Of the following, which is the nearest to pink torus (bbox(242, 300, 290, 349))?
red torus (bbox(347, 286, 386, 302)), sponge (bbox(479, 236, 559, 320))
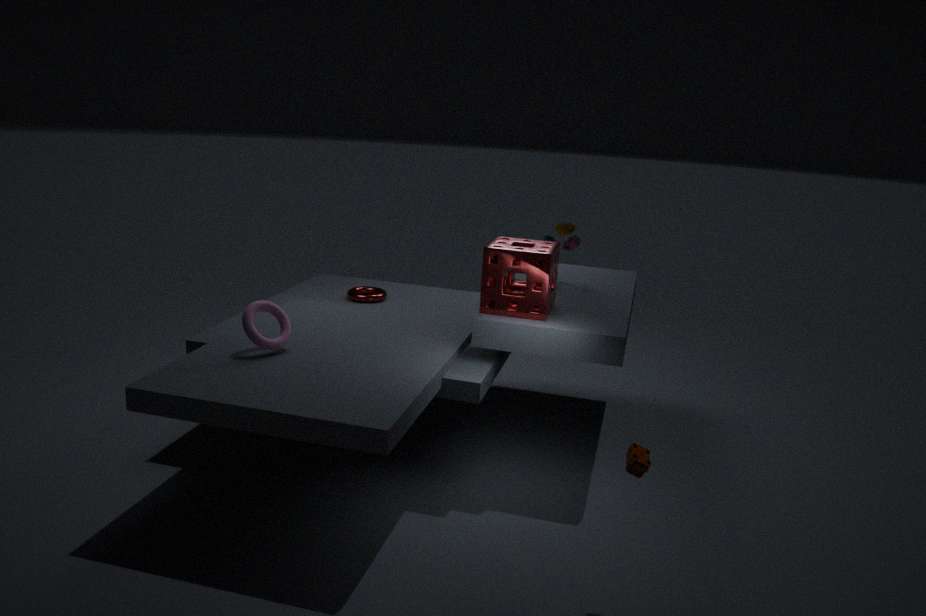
sponge (bbox(479, 236, 559, 320))
